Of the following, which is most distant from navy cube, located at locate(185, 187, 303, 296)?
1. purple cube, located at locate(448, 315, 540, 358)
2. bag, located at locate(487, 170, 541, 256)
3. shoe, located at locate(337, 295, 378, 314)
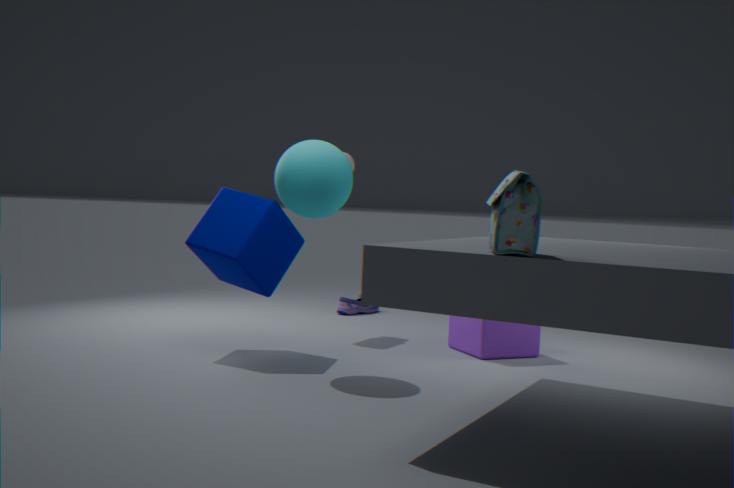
bag, located at locate(487, 170, 541, 256)
